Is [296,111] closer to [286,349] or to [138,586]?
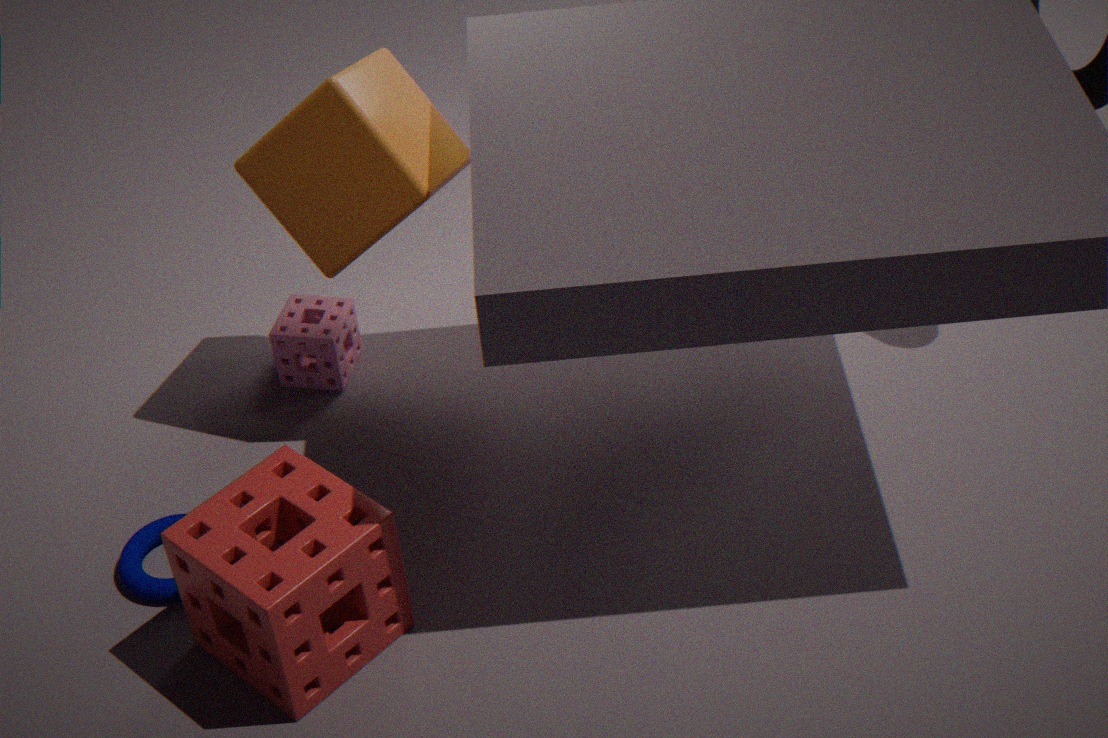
[286,349]
